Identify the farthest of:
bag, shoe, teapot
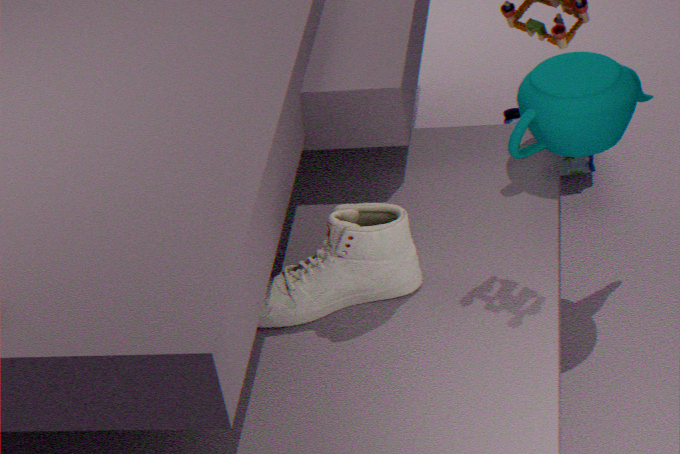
bag
